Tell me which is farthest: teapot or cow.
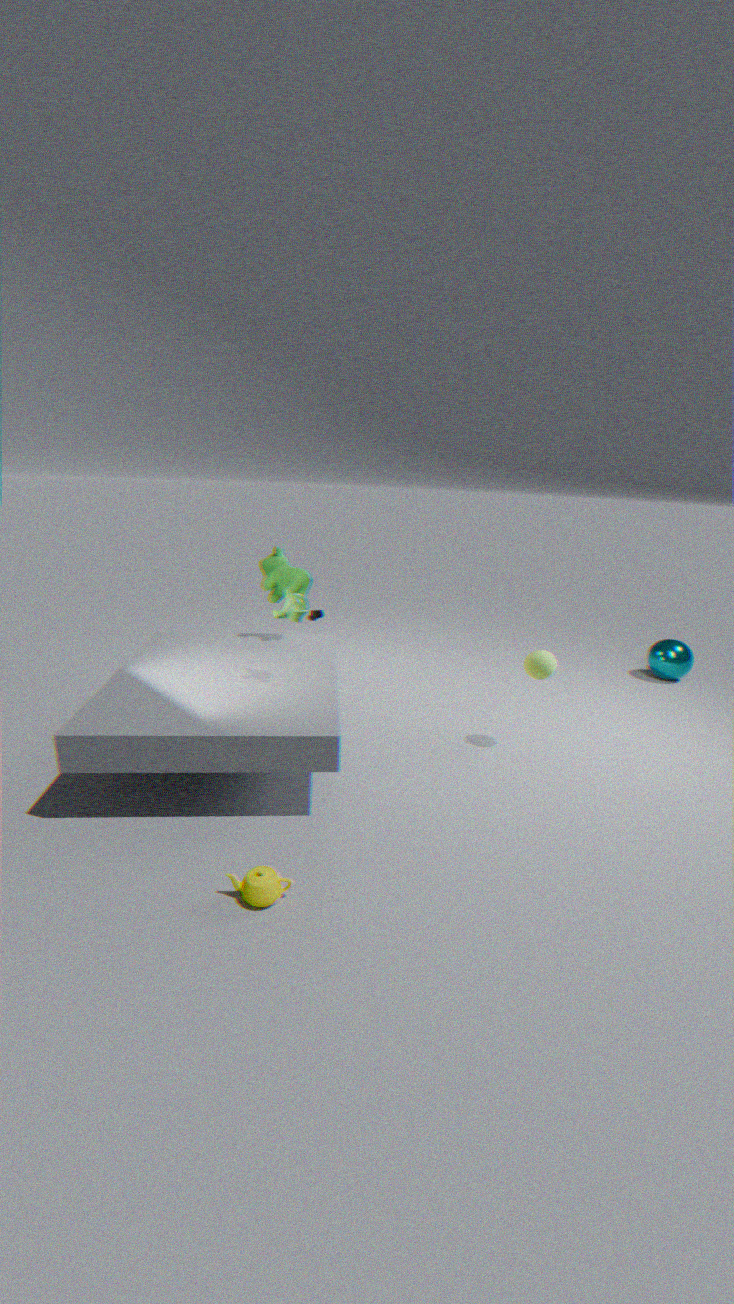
cow
